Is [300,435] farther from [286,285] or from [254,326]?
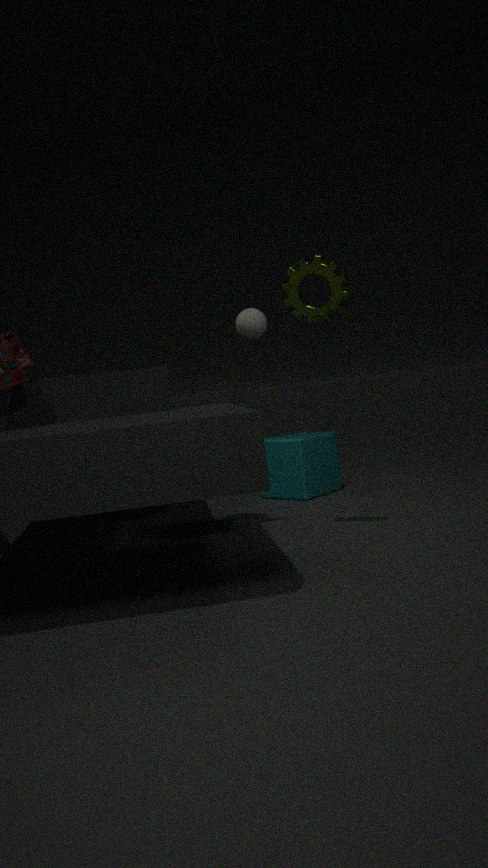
[286,285]
